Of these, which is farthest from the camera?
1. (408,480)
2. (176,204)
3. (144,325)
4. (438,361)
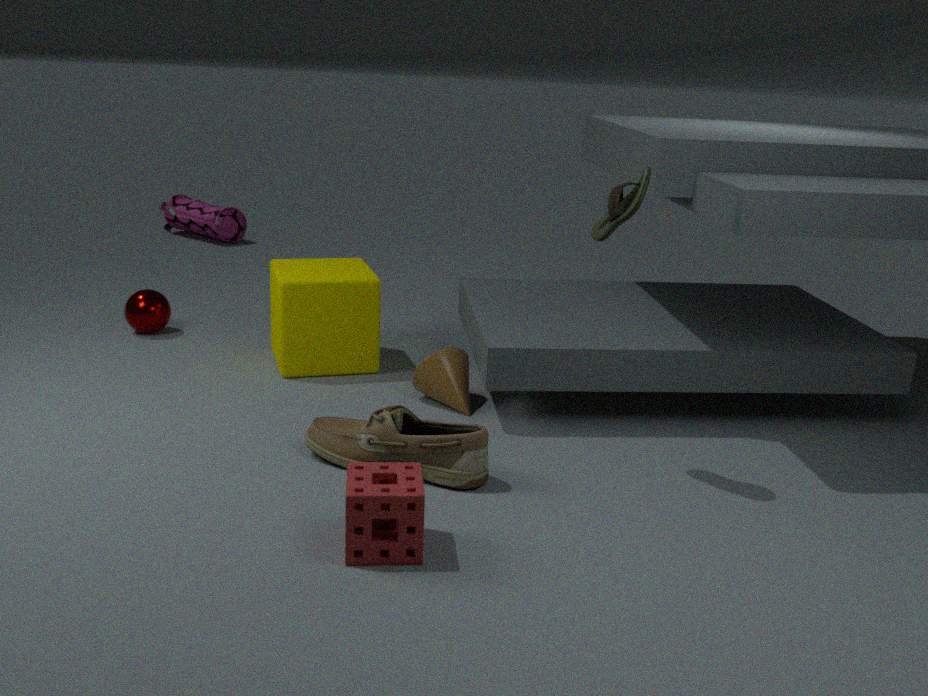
(176,204)
